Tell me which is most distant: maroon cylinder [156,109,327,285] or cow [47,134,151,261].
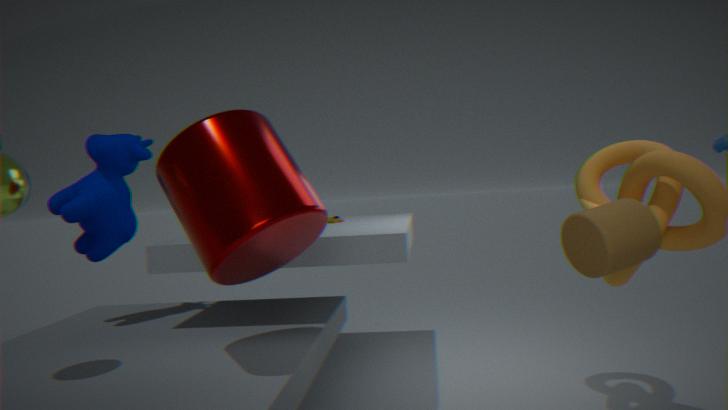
cow [47,134,151,261]
